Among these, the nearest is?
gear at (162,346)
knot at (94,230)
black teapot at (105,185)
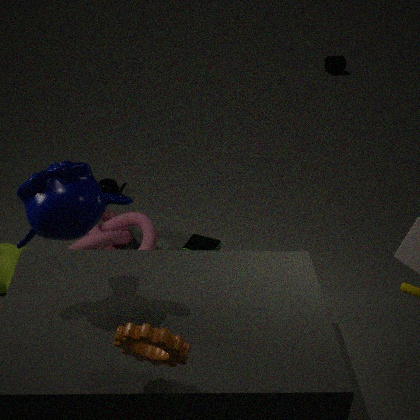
gear at (162,346)
